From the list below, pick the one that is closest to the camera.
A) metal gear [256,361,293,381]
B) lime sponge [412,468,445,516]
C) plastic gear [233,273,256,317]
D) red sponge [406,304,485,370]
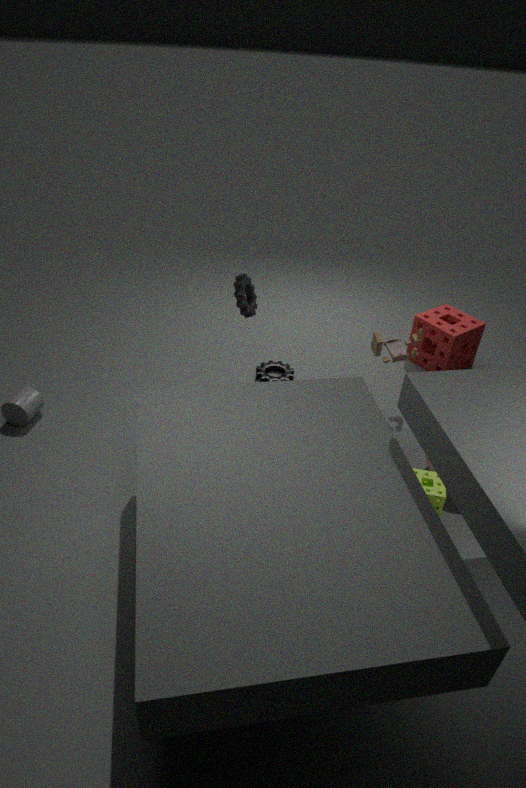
lime sponge [412,468,445,516]
